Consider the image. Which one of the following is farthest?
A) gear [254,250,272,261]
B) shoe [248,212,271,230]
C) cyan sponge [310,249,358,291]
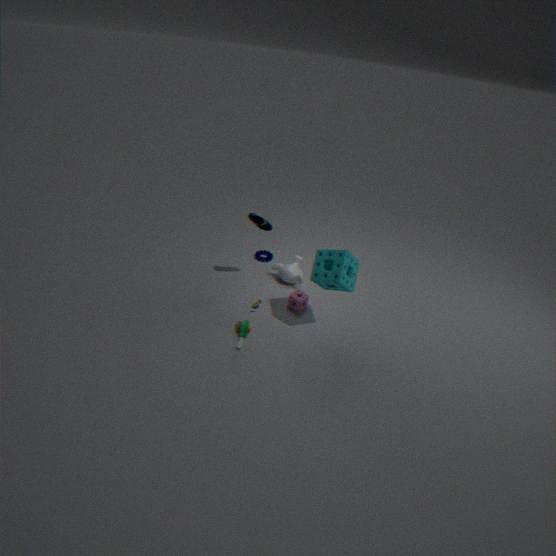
gear [254,250,272,261]
